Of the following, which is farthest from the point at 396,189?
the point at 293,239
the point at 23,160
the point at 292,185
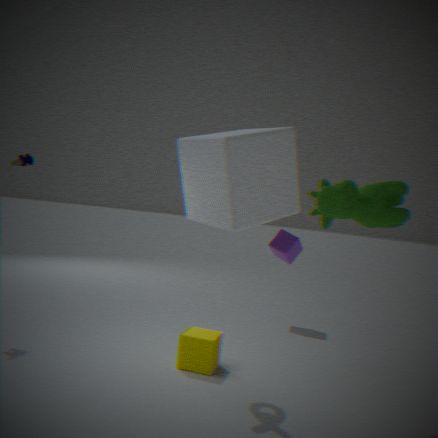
the point at 23,160
